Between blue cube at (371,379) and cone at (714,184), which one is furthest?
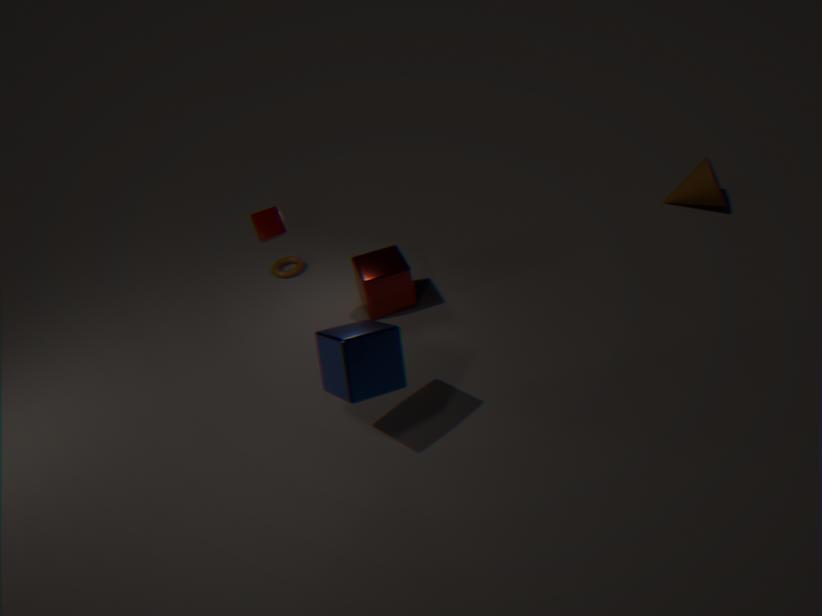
cone at (714,184)
